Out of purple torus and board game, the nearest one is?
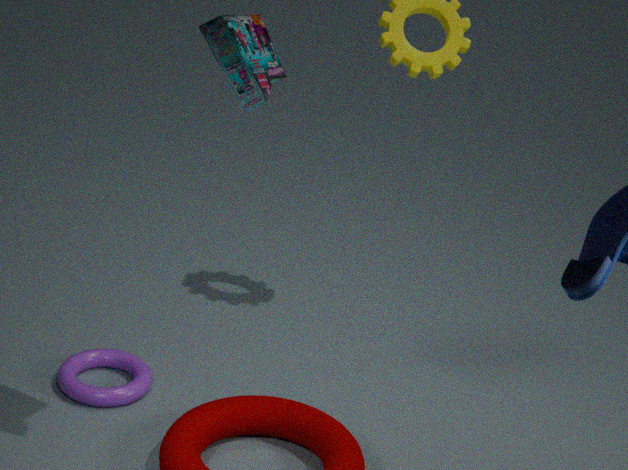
board game
